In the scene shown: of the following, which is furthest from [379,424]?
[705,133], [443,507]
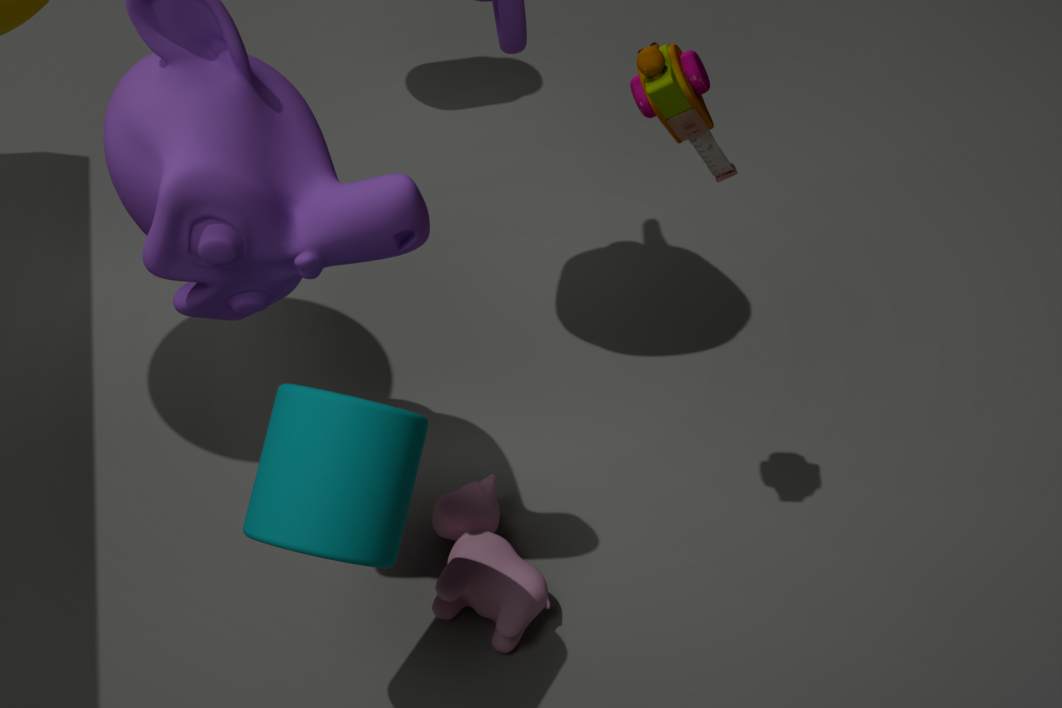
[705,133]
